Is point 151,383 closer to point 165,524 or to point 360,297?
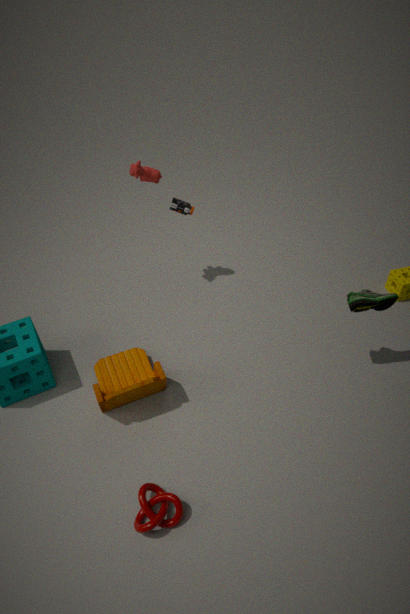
point 165,524
